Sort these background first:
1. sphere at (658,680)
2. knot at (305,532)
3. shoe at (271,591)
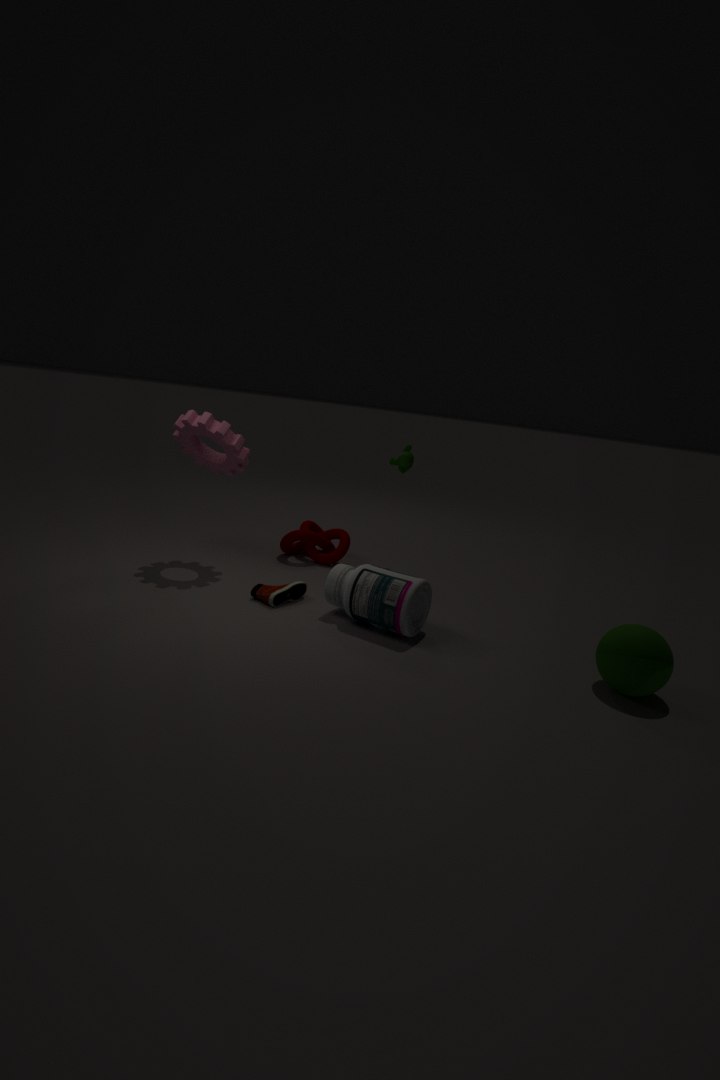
1. knot at (305,532)
2. shoe at (271,591)
3. sphere at (658,680)
